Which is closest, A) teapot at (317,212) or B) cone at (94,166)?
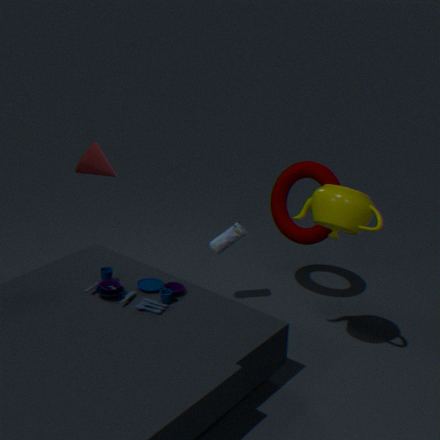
A. teapot at (317,212)
